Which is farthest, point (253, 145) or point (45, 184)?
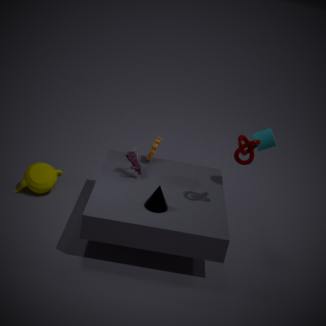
point (45, 184)
